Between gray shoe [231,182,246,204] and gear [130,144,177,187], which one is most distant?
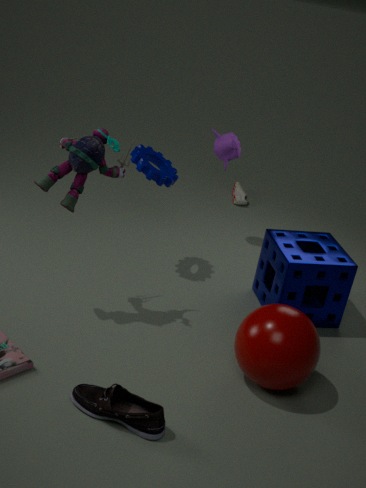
gray shoe [231,182,246,204]
